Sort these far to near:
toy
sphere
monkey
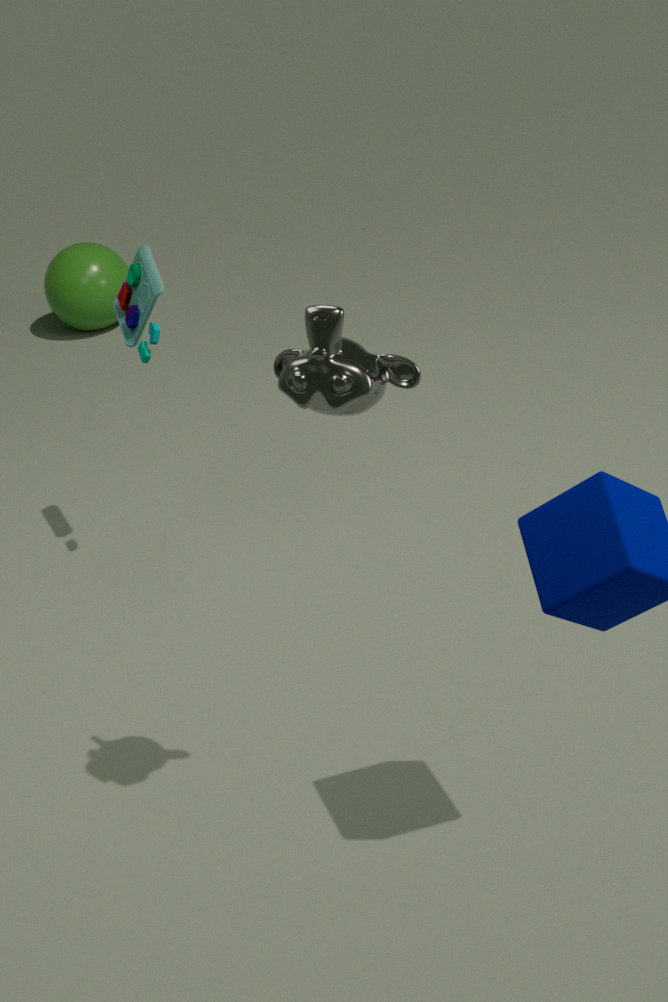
sphere → toy → monkey
